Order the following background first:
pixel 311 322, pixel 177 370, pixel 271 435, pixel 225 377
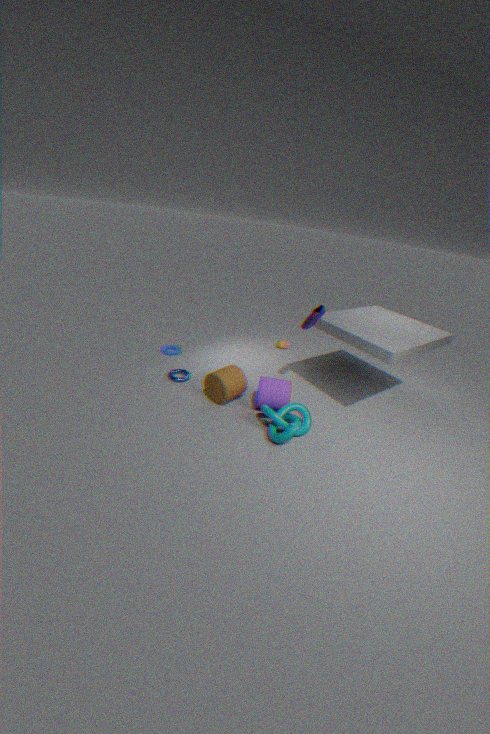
pixel 177 370 < pixel 311 322 < pixel 225 377 < pixel 271 435
